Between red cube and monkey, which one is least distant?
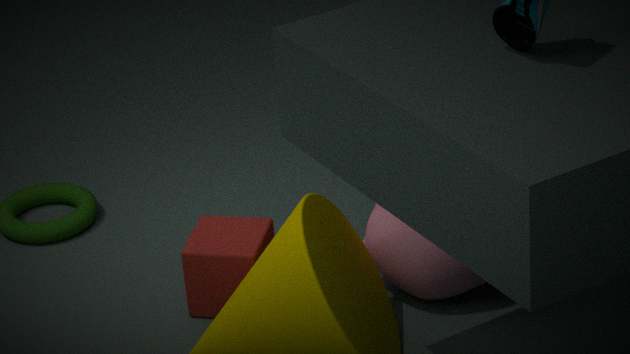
monkey
